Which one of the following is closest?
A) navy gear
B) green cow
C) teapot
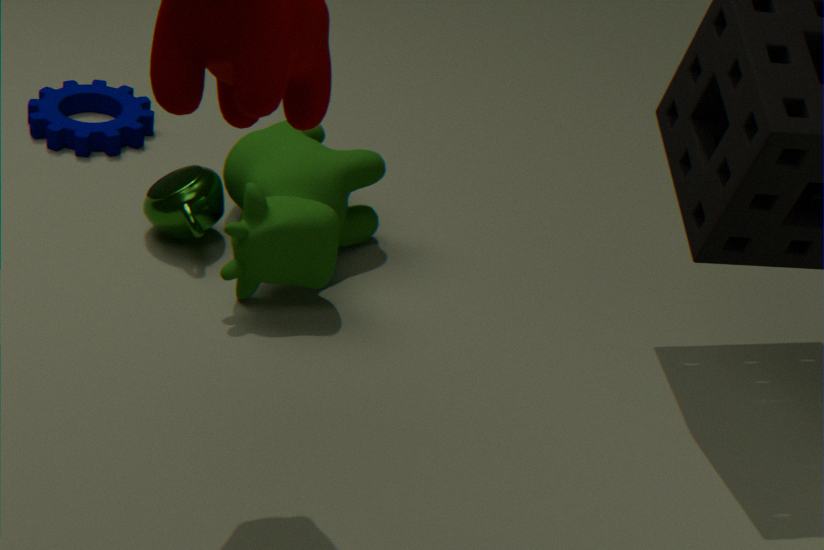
green cow
